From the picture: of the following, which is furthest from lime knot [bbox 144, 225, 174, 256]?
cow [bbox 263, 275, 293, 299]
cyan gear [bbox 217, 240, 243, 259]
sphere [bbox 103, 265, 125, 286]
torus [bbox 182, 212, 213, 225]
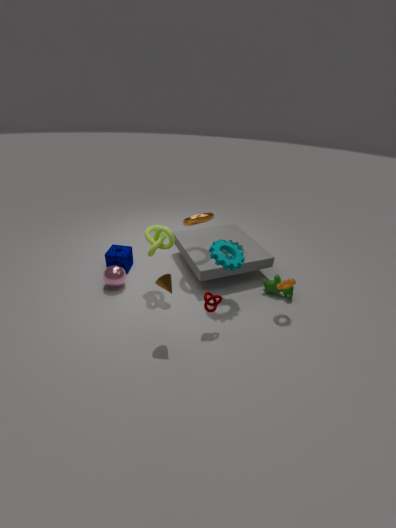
cow [bbox 263, 275, 293, 299]
